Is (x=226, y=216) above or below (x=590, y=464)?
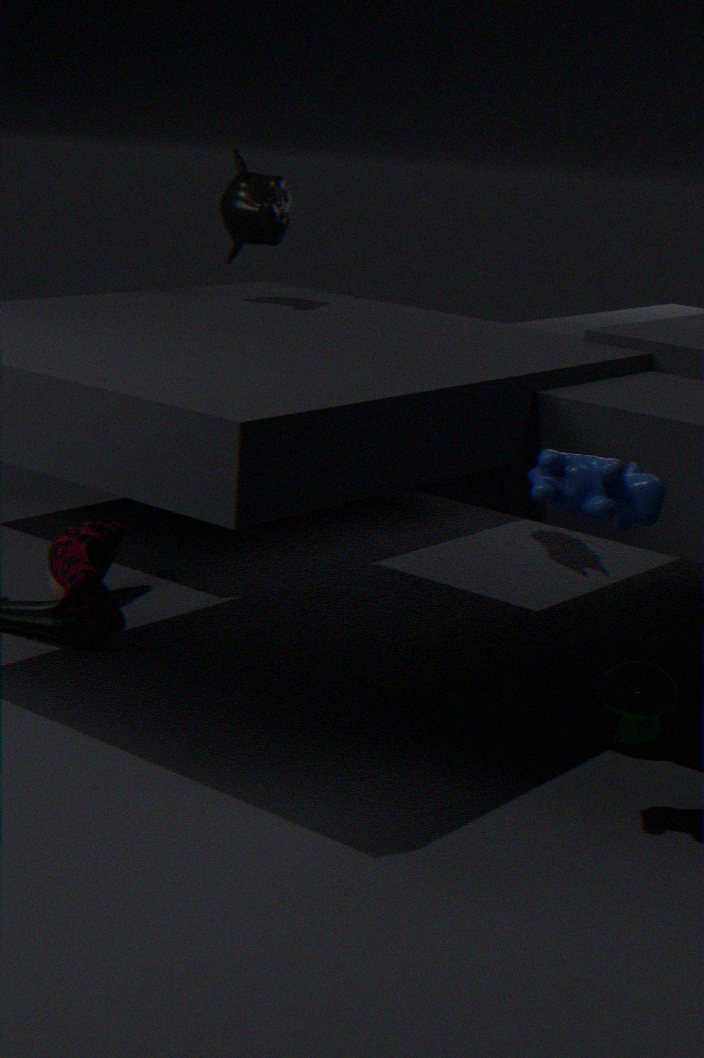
above
